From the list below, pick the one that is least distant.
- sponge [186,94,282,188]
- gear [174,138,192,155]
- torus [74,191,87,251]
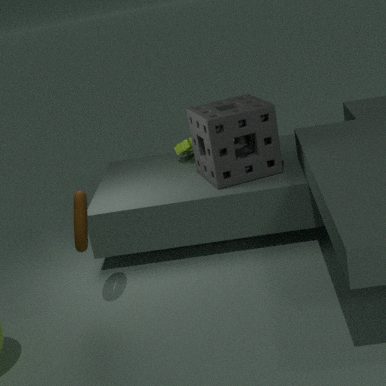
torus [74,191,87,251]
